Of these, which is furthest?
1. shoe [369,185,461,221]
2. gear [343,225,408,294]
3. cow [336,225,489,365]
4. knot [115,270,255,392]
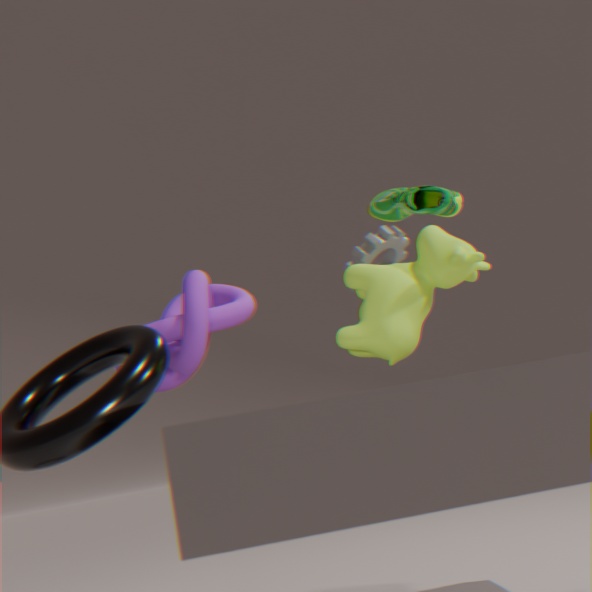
gear [343,225,408,294]
